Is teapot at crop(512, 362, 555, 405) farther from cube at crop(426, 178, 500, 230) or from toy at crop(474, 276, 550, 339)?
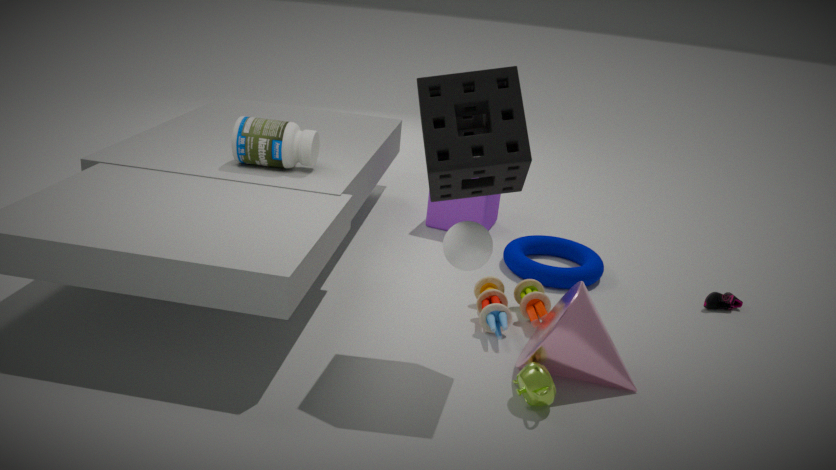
cube at crop(426, 178, 500, 230)
